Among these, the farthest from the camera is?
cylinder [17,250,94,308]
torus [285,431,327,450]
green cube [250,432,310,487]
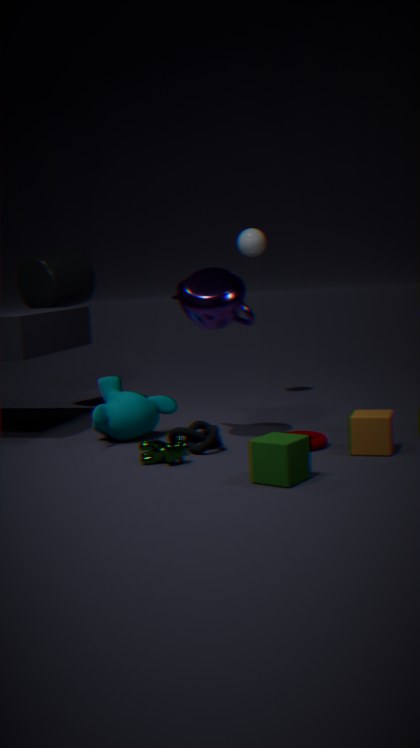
cylinder [17,250,94,308]
